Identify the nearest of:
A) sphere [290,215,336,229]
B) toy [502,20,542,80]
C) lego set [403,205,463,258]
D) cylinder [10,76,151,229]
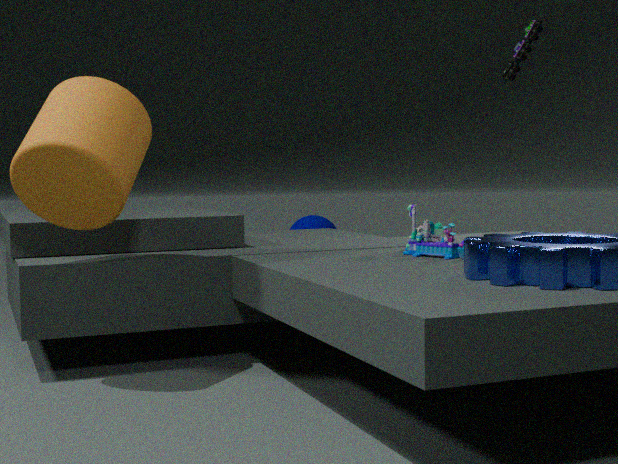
cylinder [10,76,151,229]
